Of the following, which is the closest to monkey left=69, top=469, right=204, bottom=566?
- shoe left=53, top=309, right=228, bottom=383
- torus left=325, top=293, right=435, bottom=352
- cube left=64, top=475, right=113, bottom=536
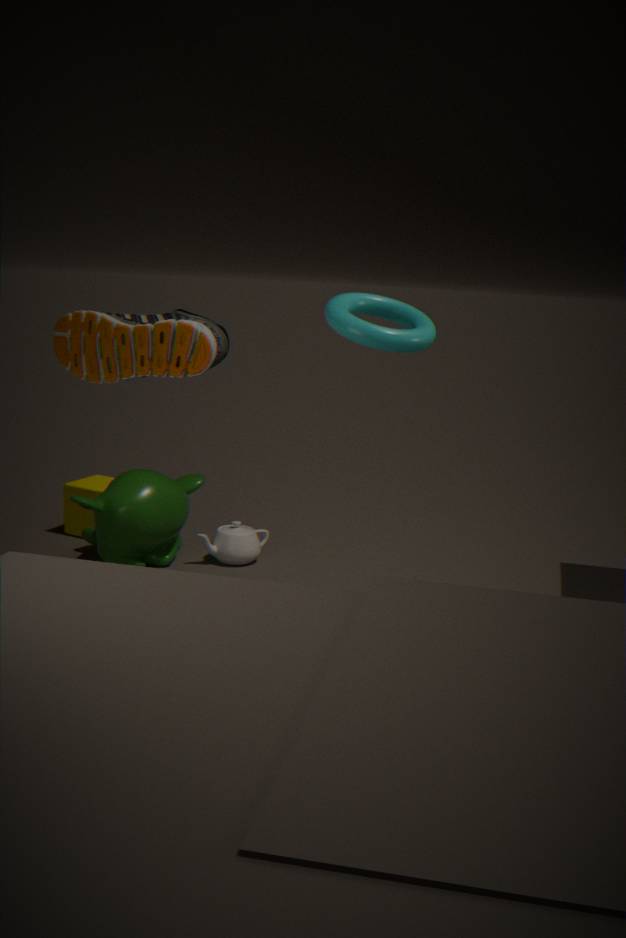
cube left=64, top=475, right=113, bottom=536
